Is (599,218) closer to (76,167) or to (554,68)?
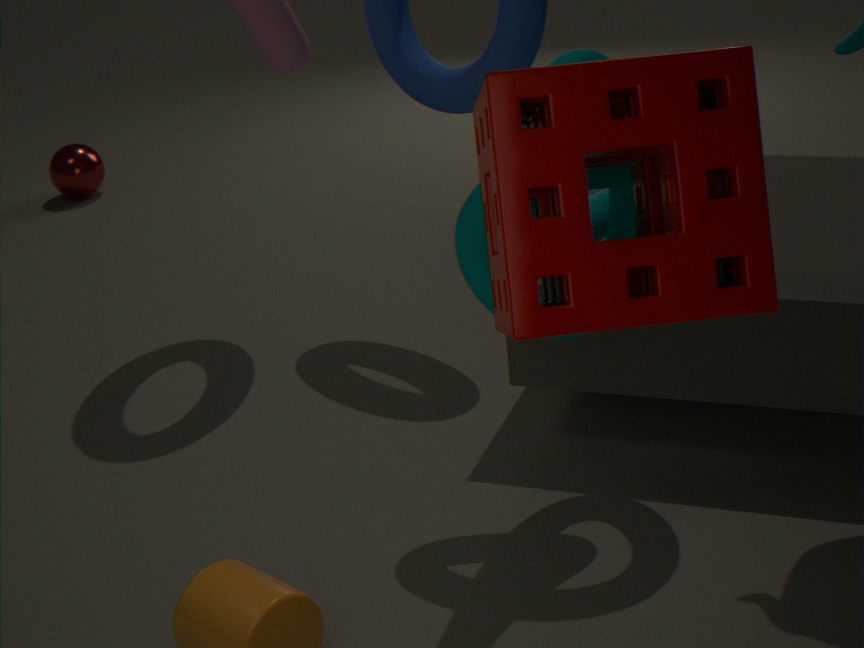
(554,68)
